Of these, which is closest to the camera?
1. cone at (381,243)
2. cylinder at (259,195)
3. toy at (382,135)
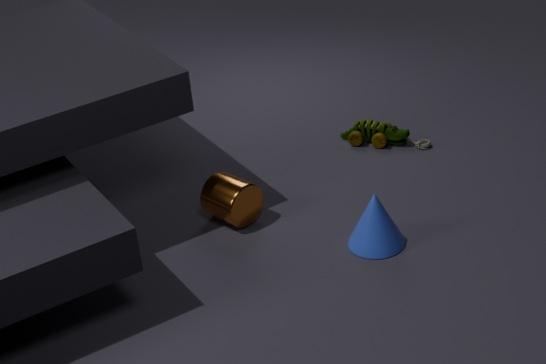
cone at (381,243)
